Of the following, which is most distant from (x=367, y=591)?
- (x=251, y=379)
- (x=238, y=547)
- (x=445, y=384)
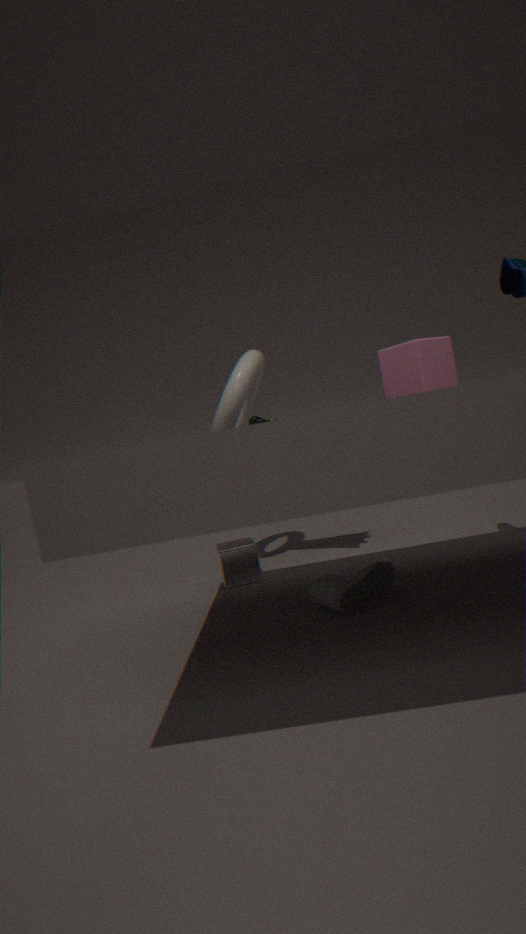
(x=251, y=379)
